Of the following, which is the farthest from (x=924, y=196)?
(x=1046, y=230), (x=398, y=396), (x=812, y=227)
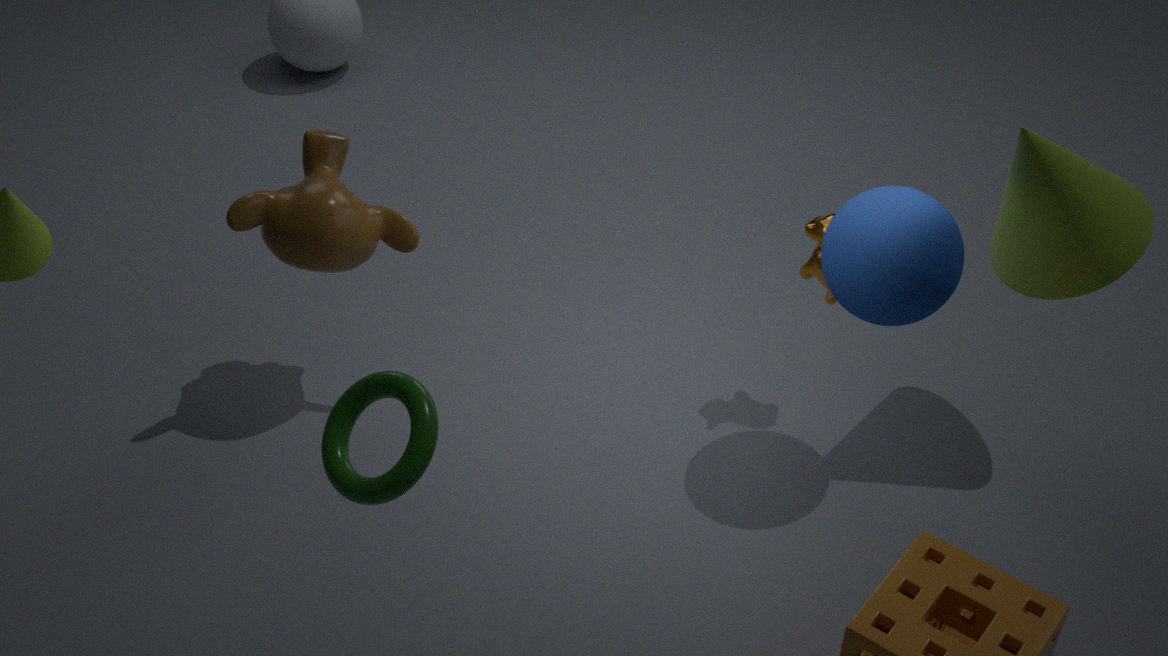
(x=398, y=396)
